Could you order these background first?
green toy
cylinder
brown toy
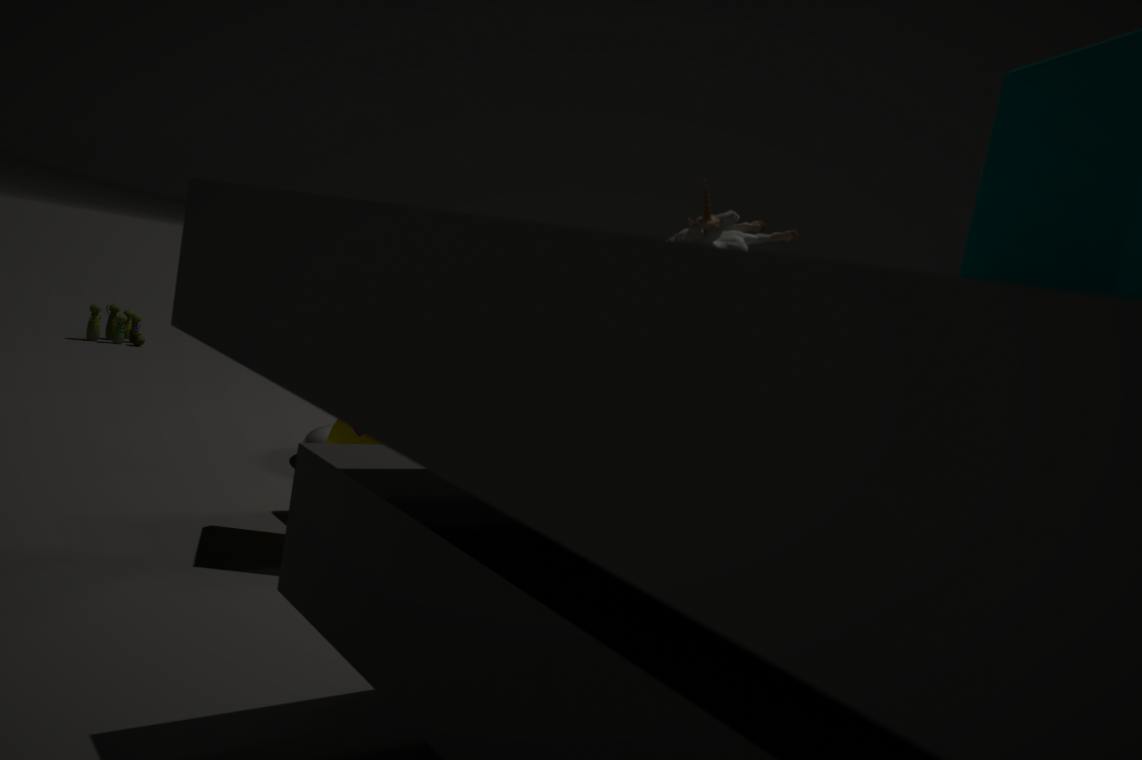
green toy → cylinder → brown toy
